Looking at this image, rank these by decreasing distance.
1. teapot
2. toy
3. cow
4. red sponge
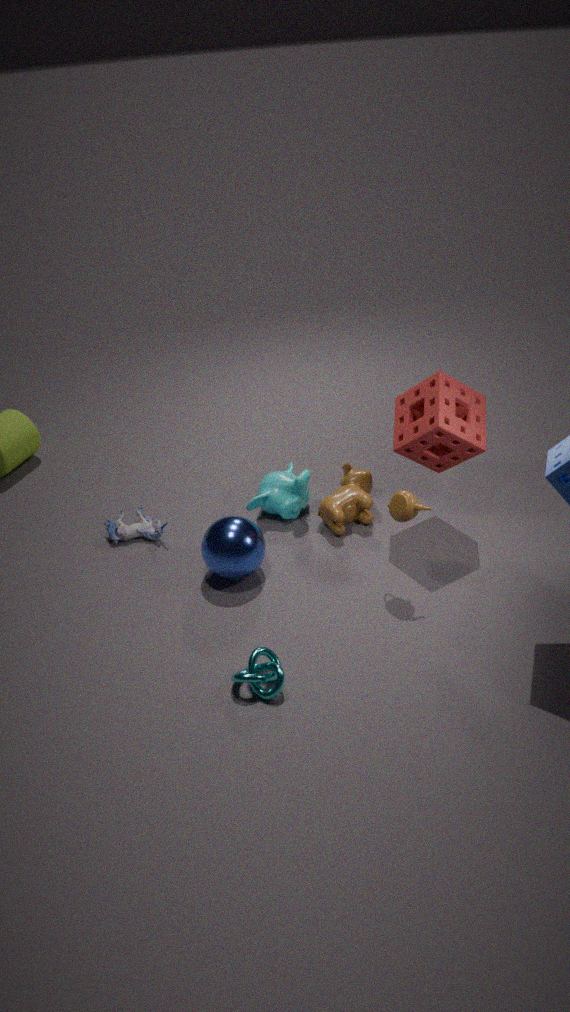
toy
cow
red sponge
teapot
